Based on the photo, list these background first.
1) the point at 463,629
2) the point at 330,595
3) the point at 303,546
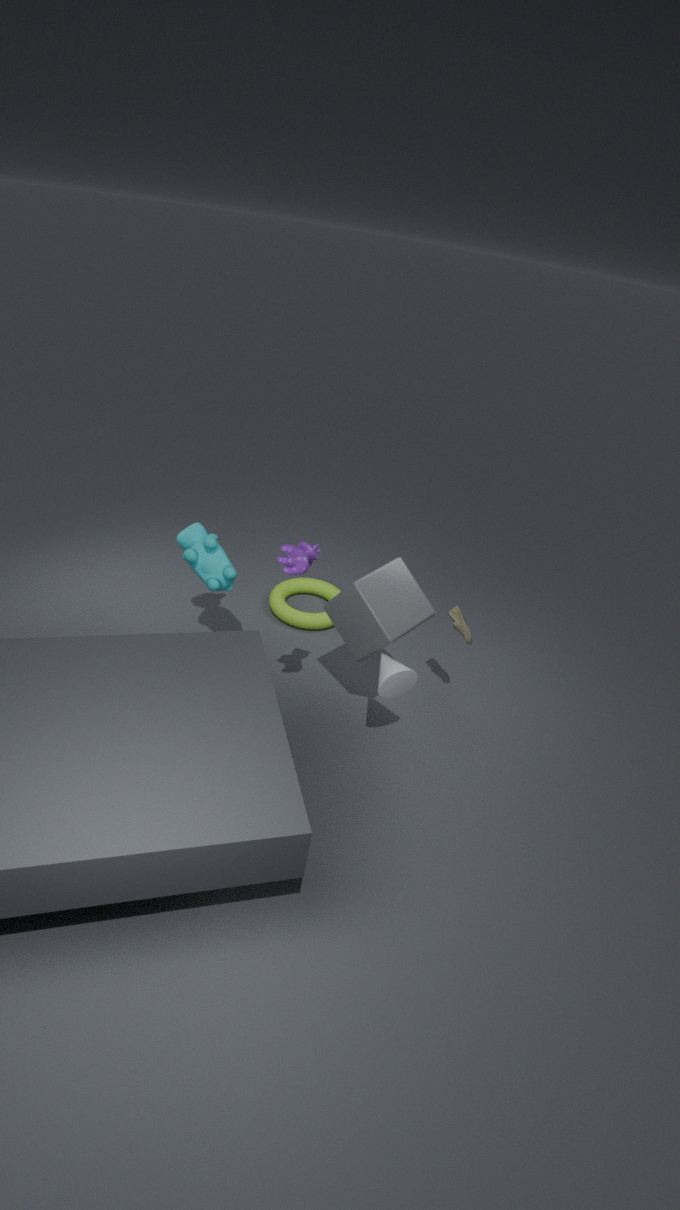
2. the point at 330,595 → 1. the point at 463,629 → 3. the point at 303,546
